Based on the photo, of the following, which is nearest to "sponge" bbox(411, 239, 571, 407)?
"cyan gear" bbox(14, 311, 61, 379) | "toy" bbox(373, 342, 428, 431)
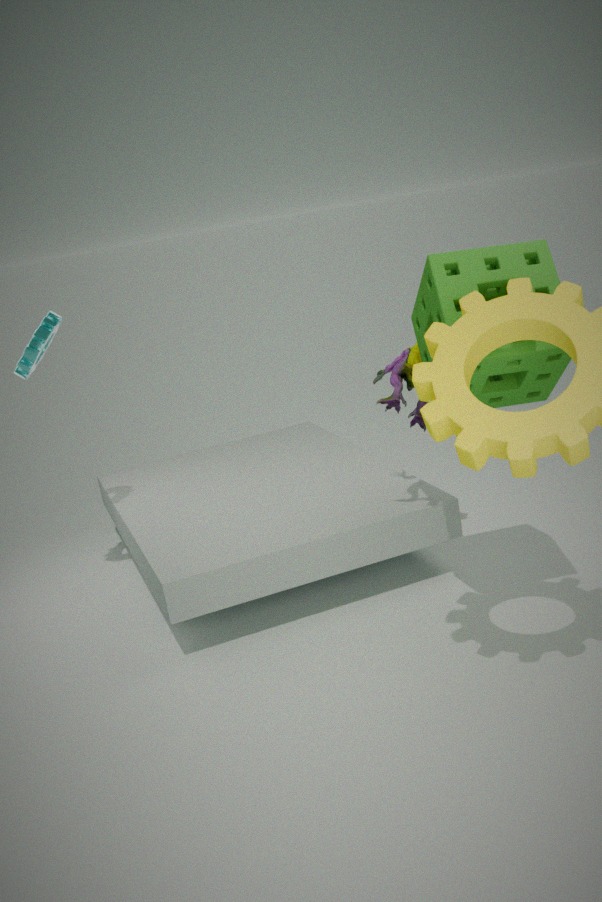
"toy" bbox(373, 342, 428, 431)
